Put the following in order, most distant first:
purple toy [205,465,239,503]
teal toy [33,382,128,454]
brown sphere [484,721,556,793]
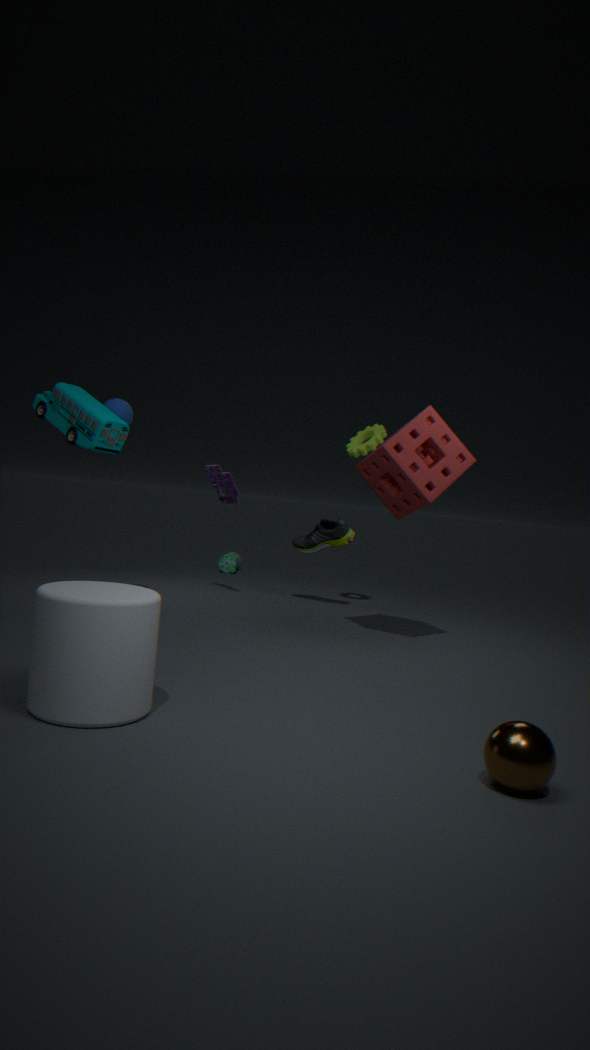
purple toy [205,465,239,503] → teal toy [33,382,128,454] → brown sphere [484,721,556,793]
